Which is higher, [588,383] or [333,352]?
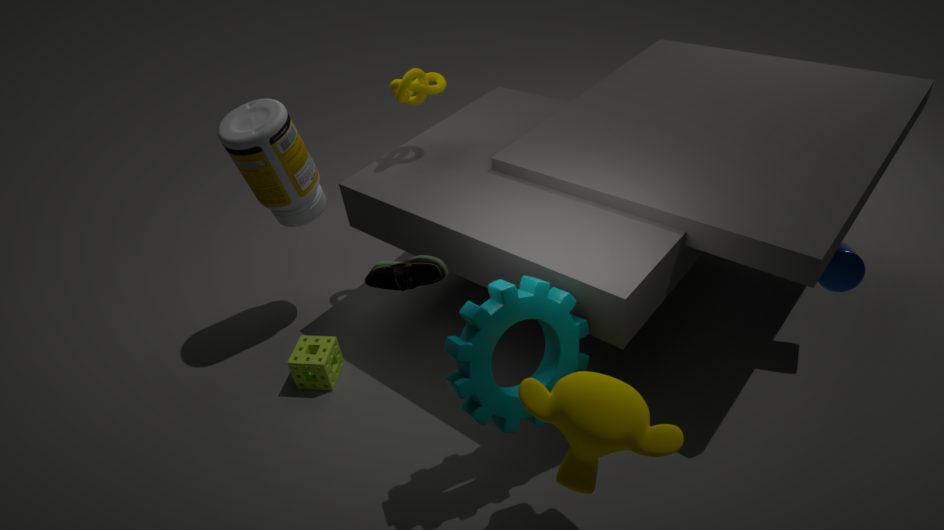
[588,383]
